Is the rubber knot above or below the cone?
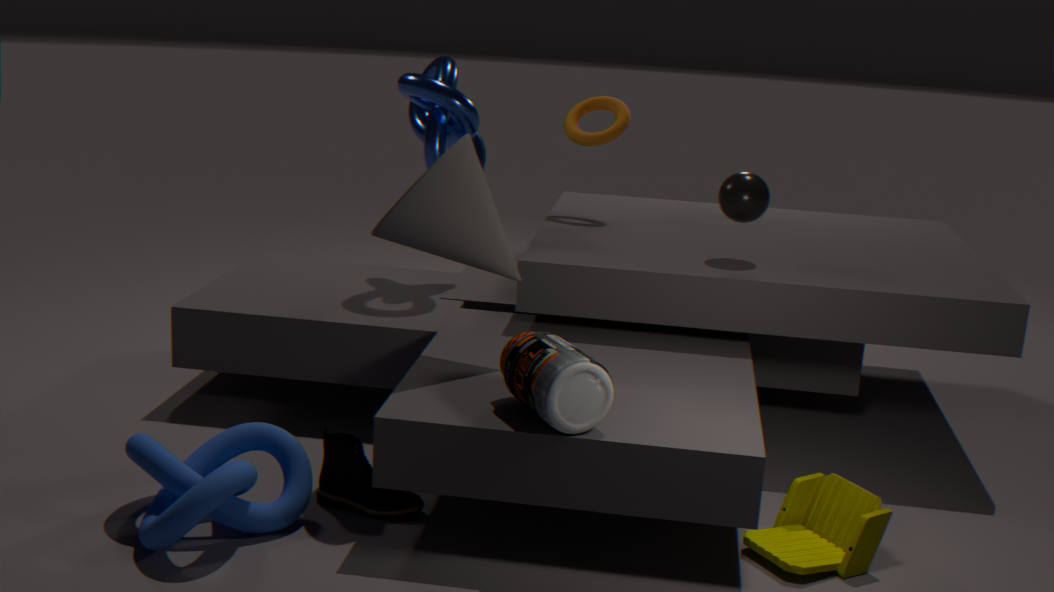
below
